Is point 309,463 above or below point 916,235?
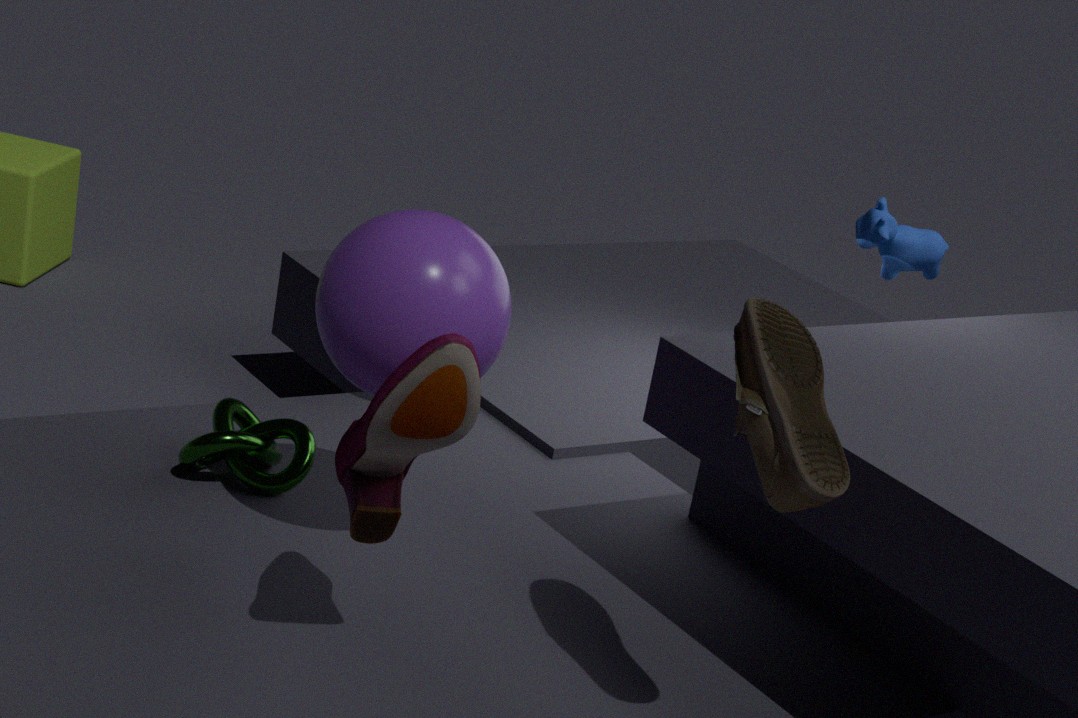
below
